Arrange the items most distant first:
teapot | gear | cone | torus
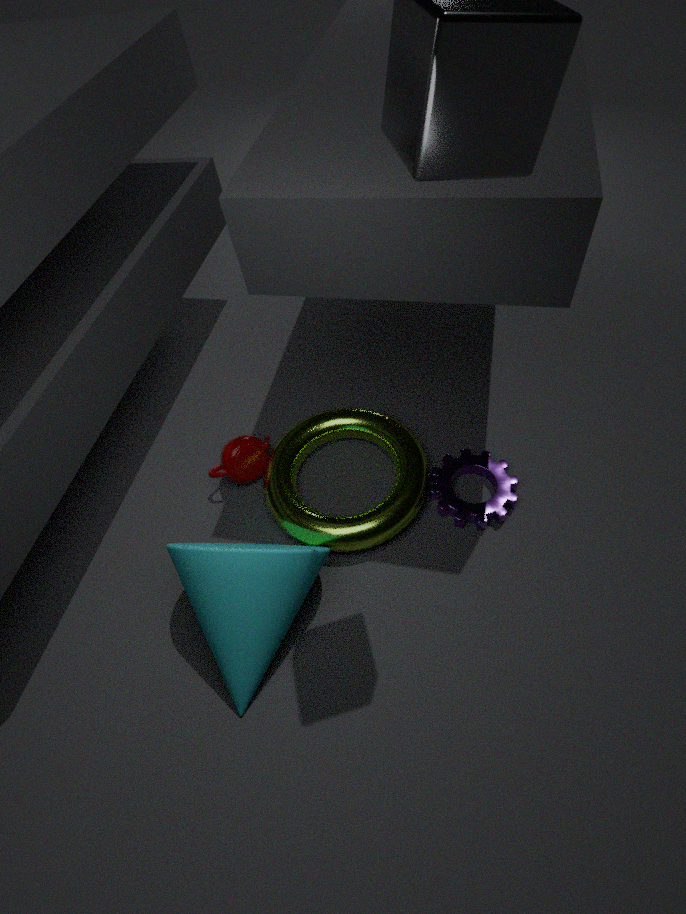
teapot < gear < torus < cone
